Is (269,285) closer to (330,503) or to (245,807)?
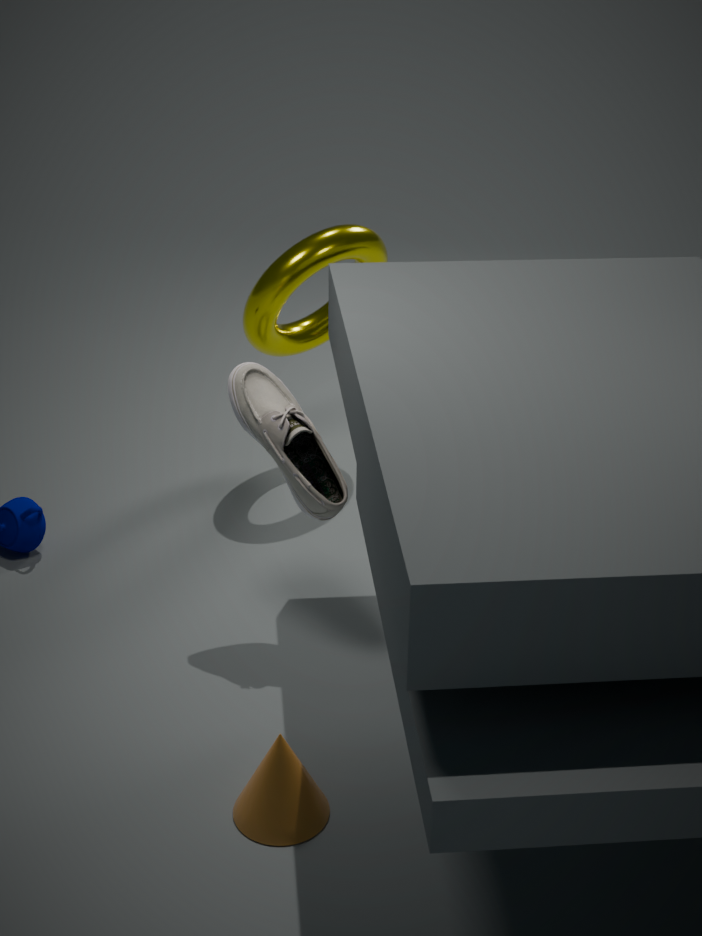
(330,503)
